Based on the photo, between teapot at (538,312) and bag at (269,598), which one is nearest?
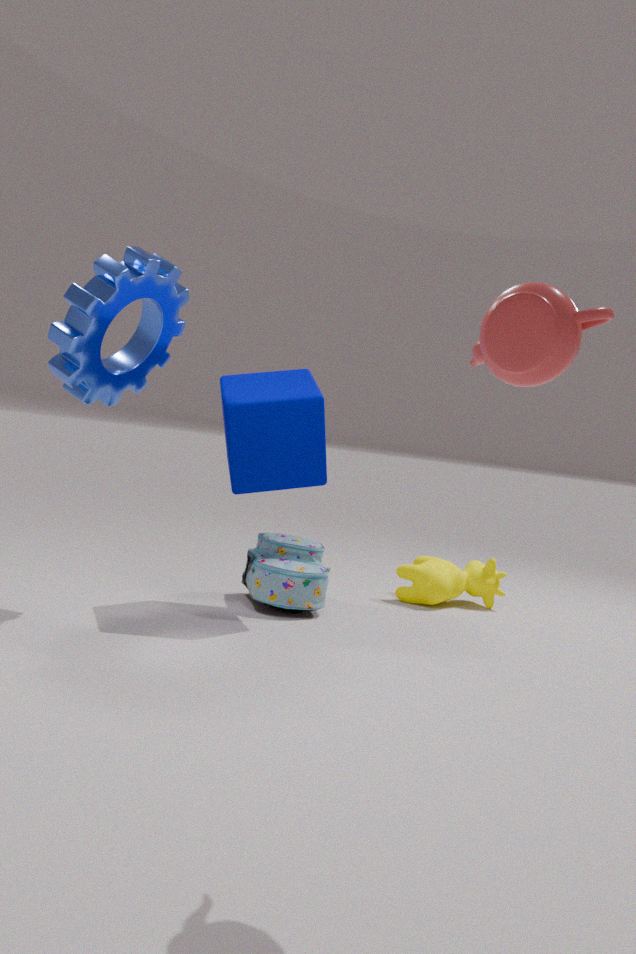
teapot at (538,312)
